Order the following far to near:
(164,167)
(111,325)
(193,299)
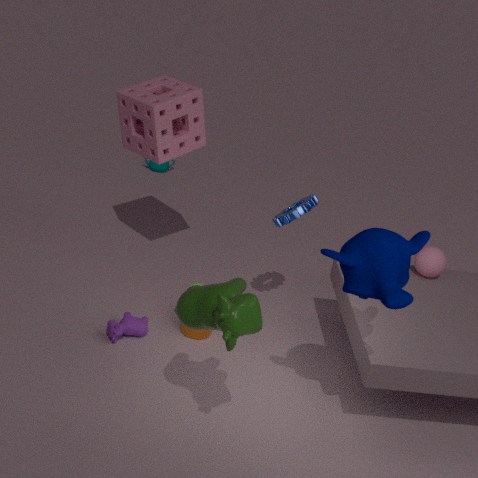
1. (164,167)
2. (111,325)
3. (193,299)
